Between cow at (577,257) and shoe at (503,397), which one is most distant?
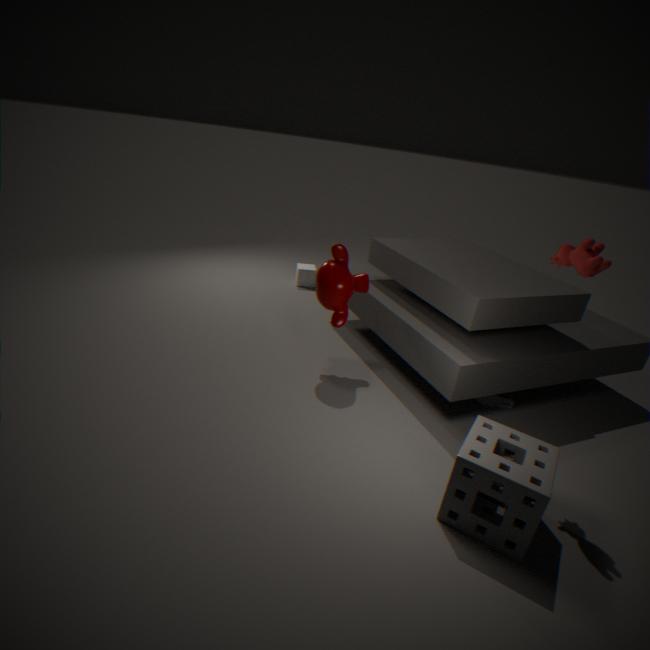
shoe at (503,397)
